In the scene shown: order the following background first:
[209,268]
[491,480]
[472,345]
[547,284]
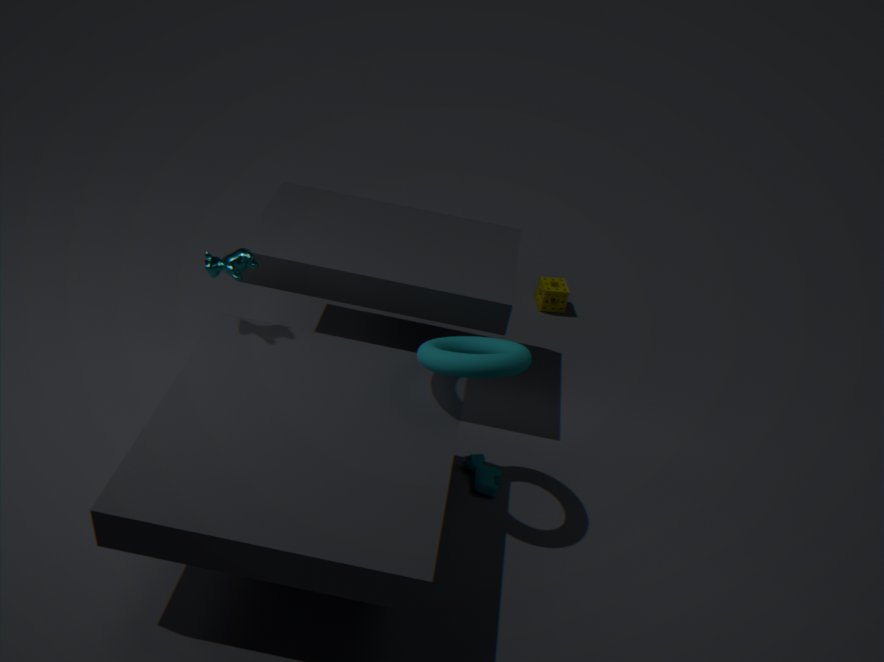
[547,284]
[491,480]
[472,345]
[209,268]
